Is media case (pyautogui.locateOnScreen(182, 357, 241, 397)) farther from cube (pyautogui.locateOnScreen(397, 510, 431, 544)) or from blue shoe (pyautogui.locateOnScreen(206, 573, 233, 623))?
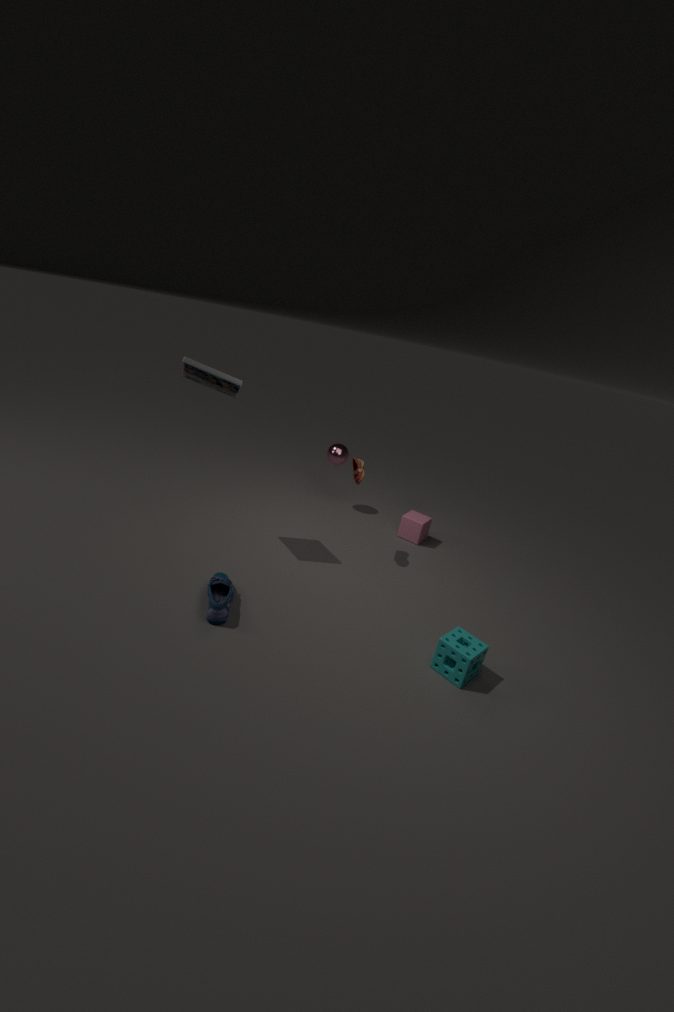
cube (pyautogui.locateOnScreen(397, 510, 431, 544))
